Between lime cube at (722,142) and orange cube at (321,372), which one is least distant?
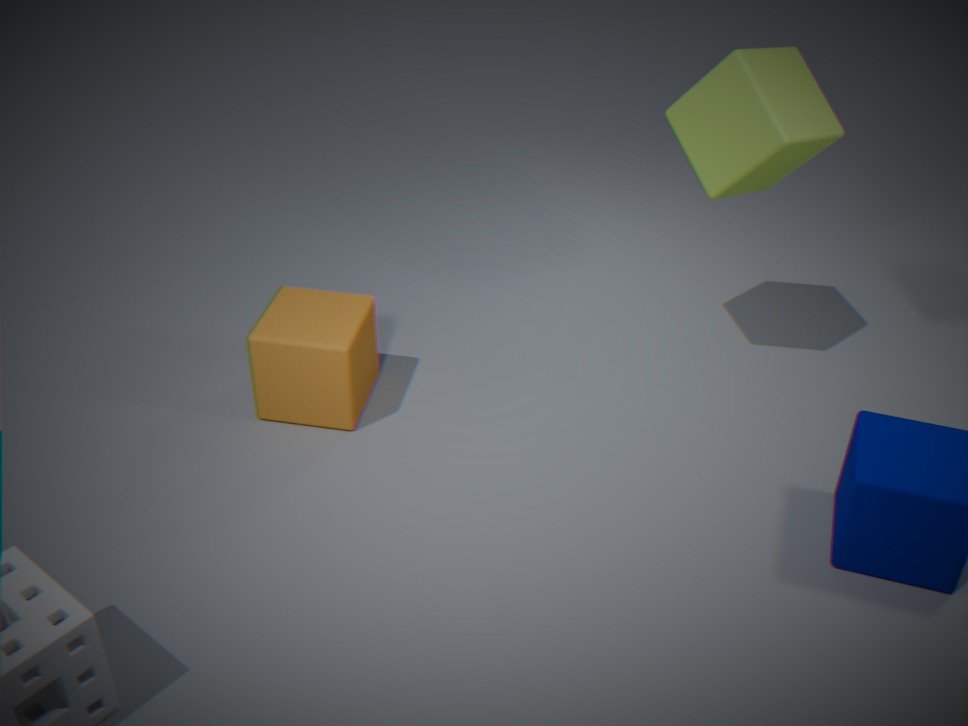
lime cube at (722,142)
